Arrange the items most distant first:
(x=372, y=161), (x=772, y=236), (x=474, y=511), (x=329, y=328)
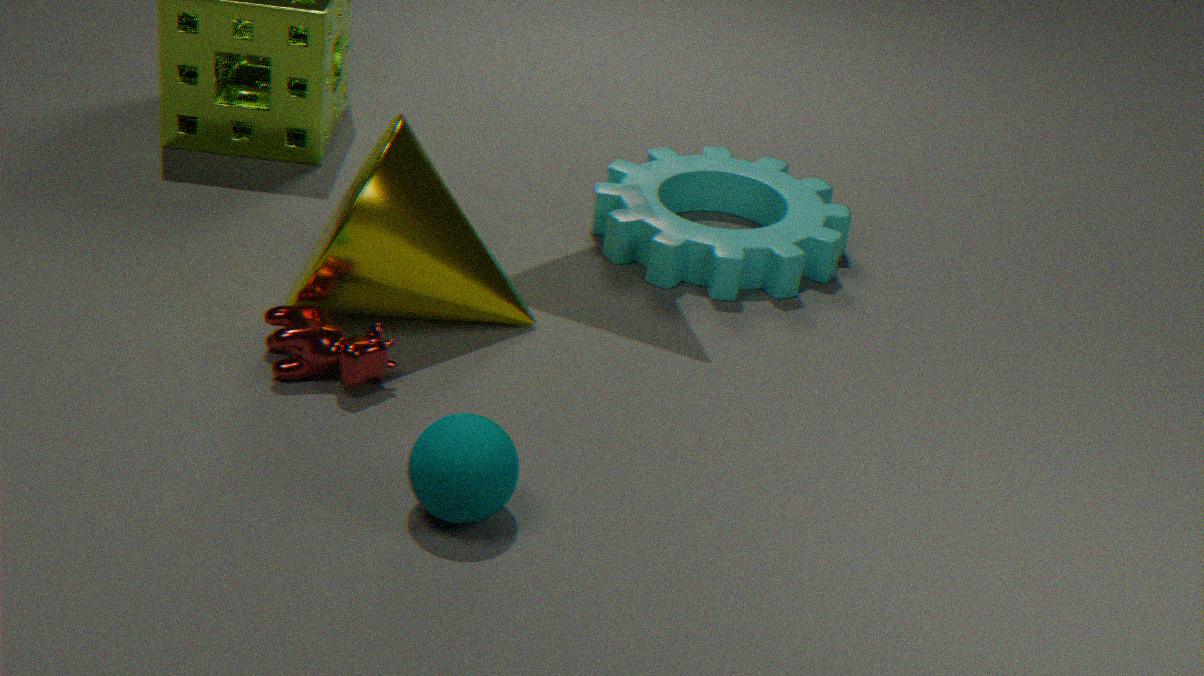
(x=772, y=236), (x=372, y=161), (x=329, y=328), (x=474, y=511)
